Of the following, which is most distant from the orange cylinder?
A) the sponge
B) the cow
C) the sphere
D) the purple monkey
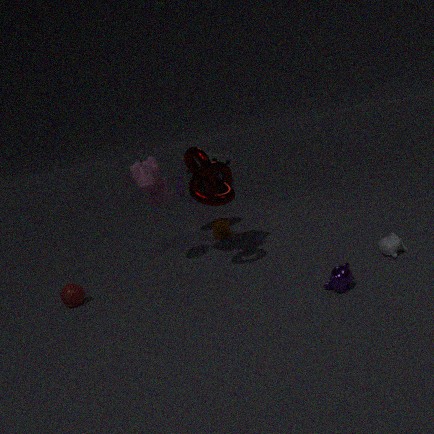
the purple monkey
